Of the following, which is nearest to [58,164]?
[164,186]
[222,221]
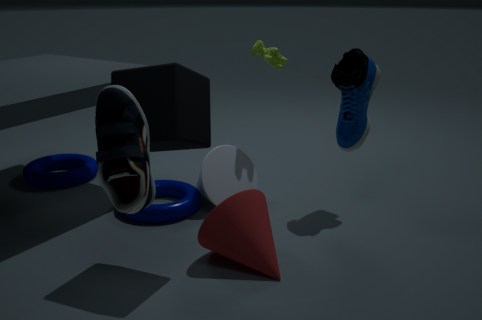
[164,186]
